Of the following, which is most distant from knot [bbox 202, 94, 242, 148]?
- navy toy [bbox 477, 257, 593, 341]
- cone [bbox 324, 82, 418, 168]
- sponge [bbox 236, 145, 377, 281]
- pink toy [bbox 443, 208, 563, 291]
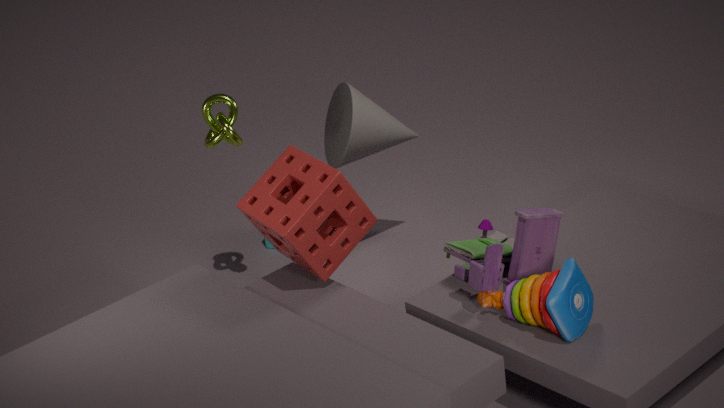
navy toy [bbox 477, 257, 593, 341]
